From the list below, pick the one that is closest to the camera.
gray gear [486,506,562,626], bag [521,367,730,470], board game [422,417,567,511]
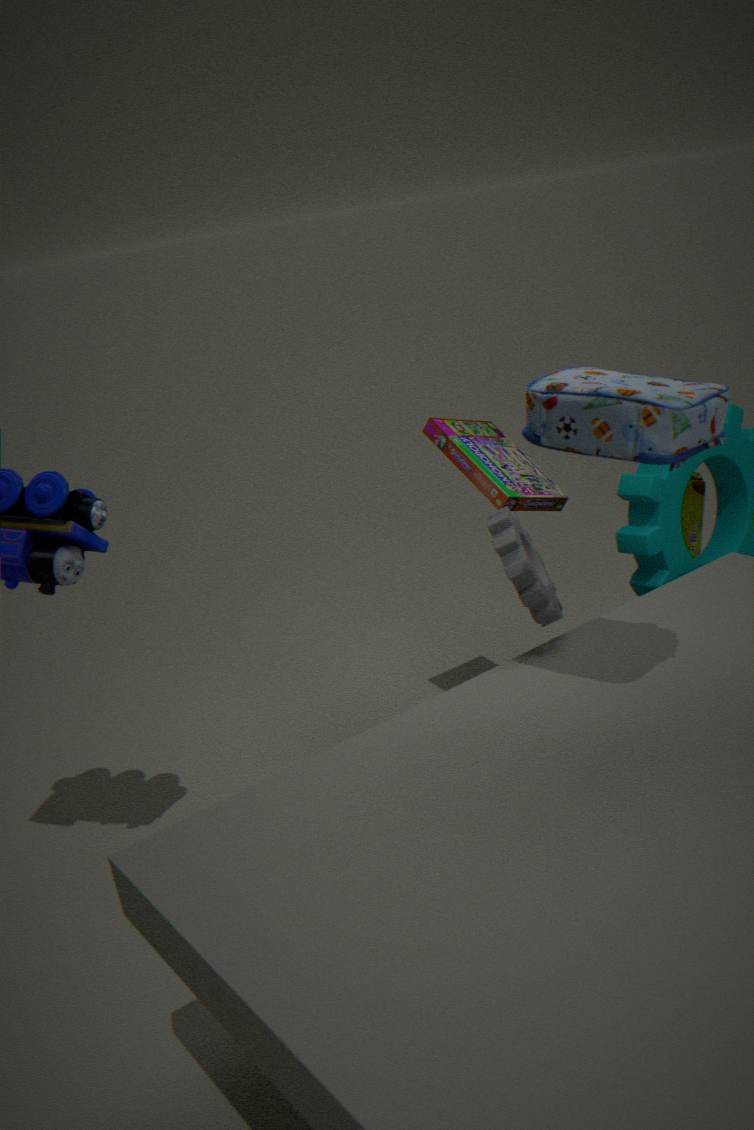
bag [521,367,730,470]
